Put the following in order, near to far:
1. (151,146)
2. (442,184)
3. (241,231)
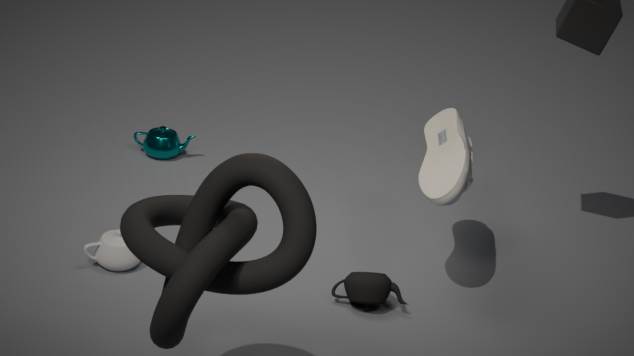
(241,231), (442,184), (151,146)
